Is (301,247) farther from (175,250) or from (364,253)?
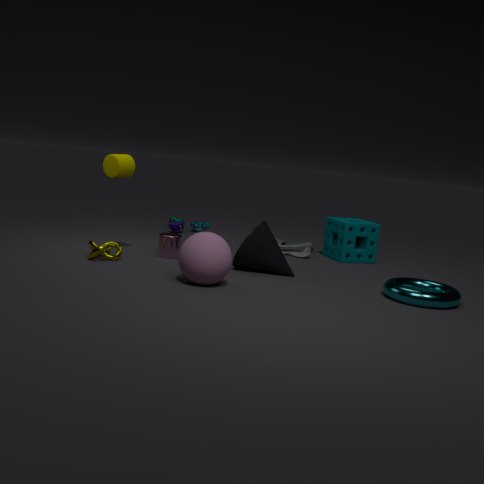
(175,250)
